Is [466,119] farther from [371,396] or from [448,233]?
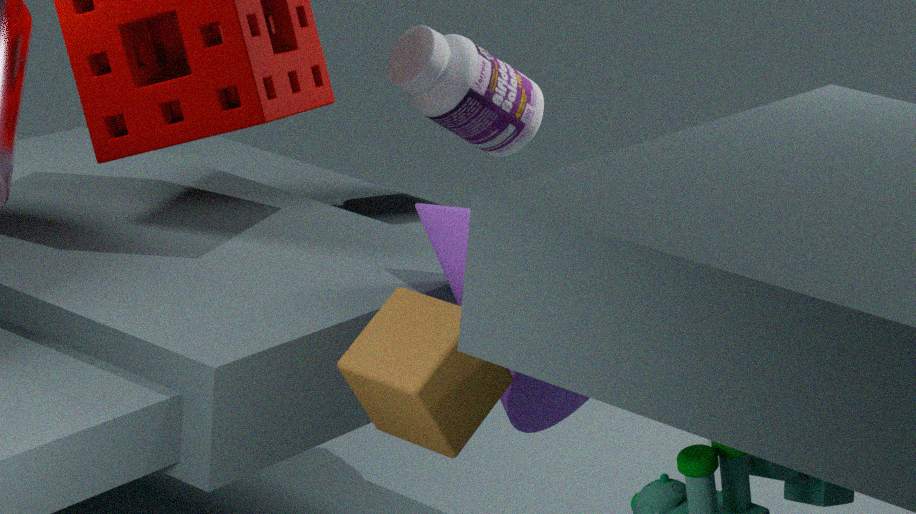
[371,396]
